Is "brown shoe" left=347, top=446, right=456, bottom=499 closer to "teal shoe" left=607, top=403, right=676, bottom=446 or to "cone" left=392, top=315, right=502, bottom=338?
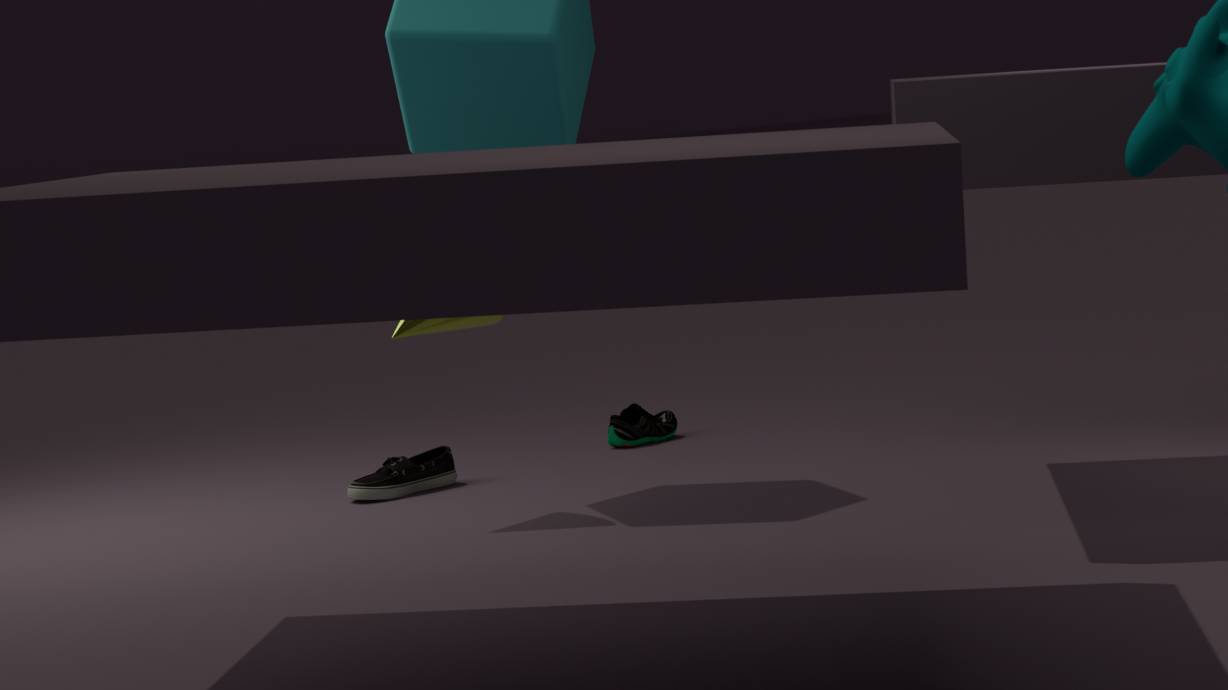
"cone" left=392, top=315, right=502, bottom=338
